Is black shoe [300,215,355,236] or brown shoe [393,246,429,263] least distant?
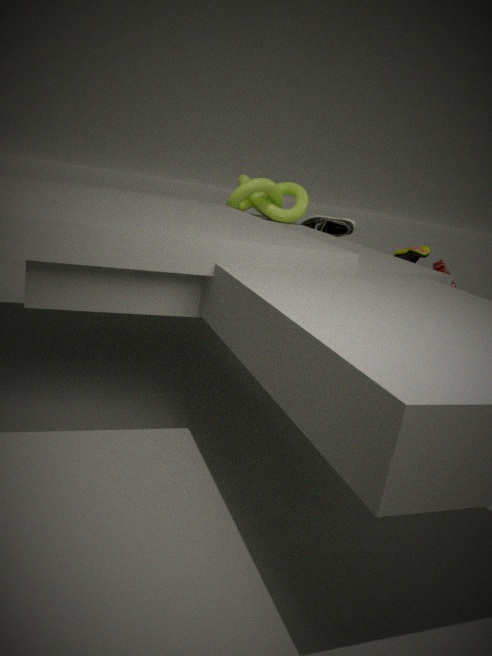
brown shoe [393,246,429,263]
